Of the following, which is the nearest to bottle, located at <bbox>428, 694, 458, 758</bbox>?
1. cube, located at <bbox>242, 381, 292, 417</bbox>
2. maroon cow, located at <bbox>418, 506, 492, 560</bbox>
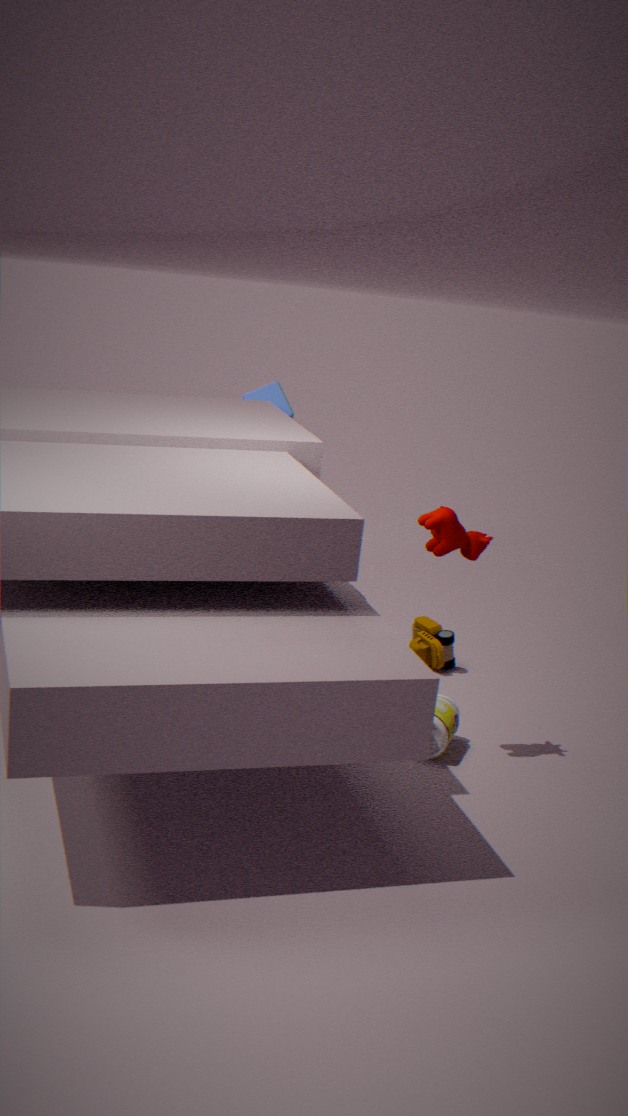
maroon cow, located at <bbox>418, 506, 492, 560</bbox>
